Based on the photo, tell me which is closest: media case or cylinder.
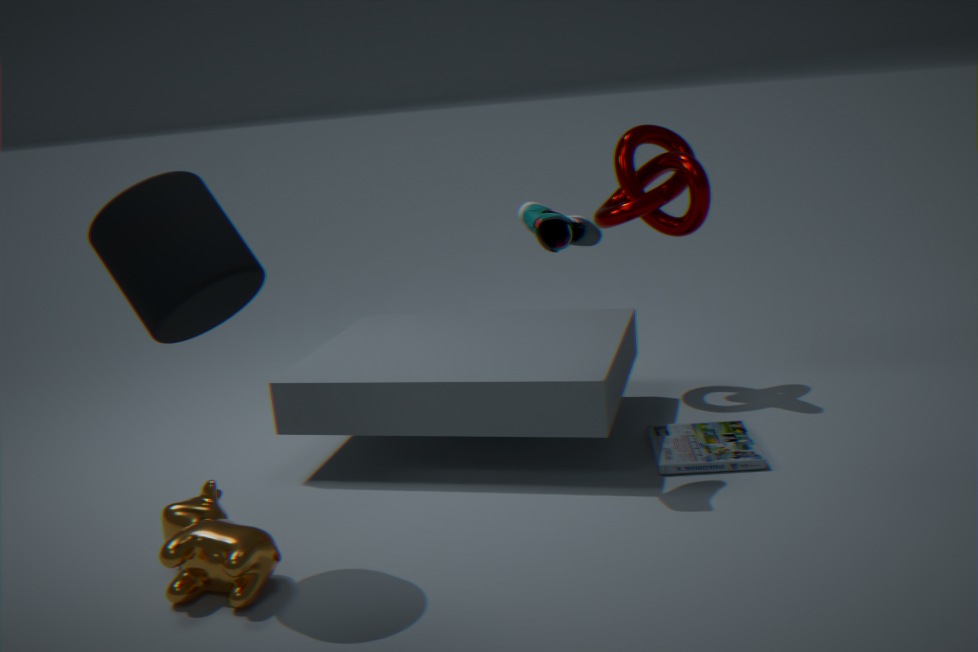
cylinder
